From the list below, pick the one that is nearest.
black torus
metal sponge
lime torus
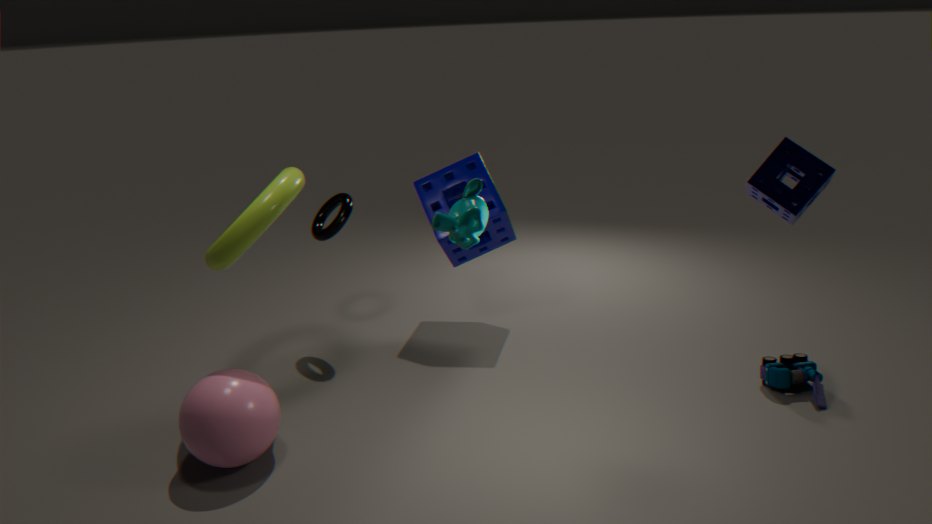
metal sponge
